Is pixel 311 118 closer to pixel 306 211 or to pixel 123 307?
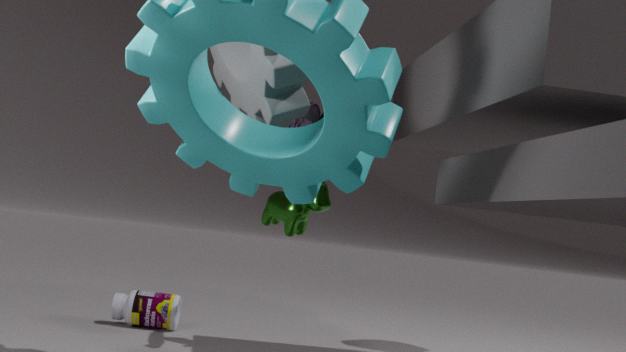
pixel 306 211
